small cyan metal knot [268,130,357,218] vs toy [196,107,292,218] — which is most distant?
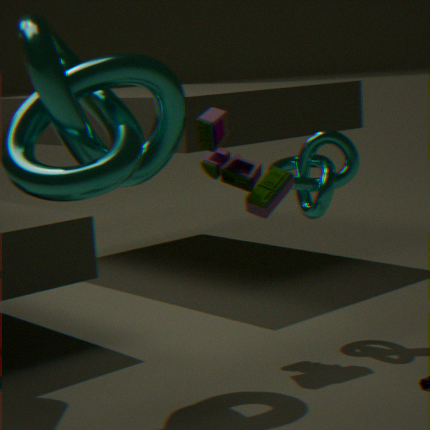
small cyan metal knot [268,130,357,218]
